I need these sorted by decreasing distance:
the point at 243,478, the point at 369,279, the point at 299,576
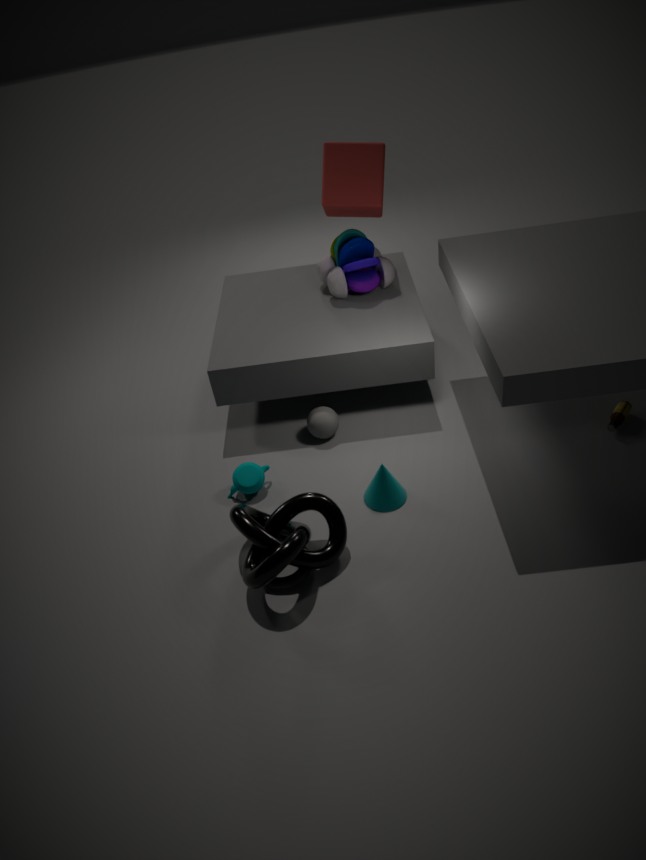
the point at 369,279 < the point at 243,478 < the point at 299,576
